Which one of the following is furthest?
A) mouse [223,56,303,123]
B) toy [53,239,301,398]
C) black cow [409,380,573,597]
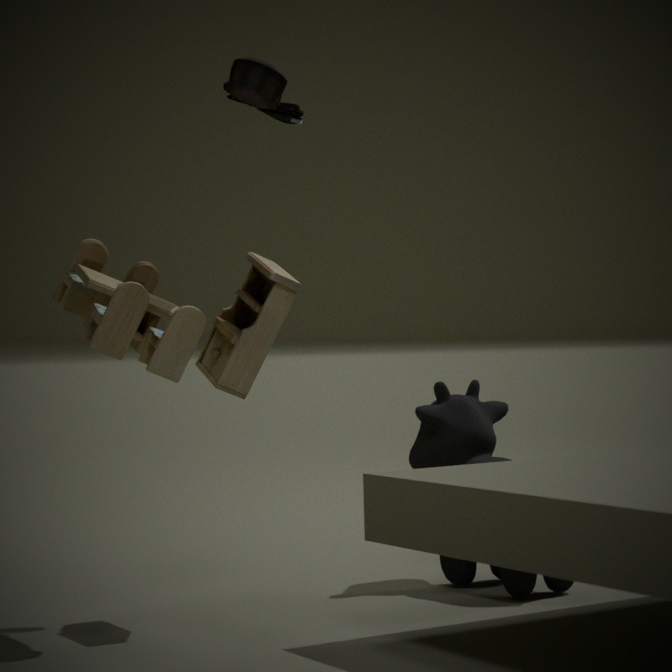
black cow [409,380,573,597]
